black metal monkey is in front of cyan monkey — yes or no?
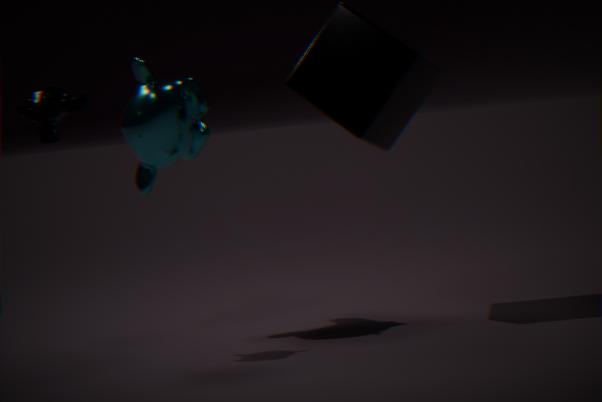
Yes
